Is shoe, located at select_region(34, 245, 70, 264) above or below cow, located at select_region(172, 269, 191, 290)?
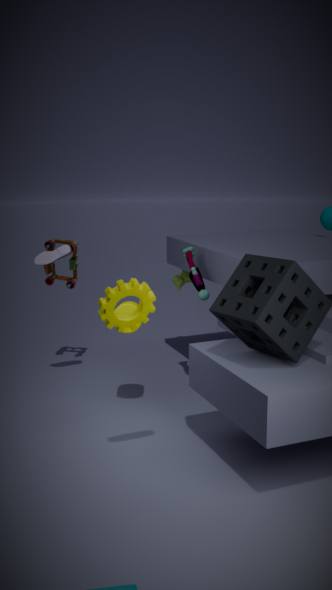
above
